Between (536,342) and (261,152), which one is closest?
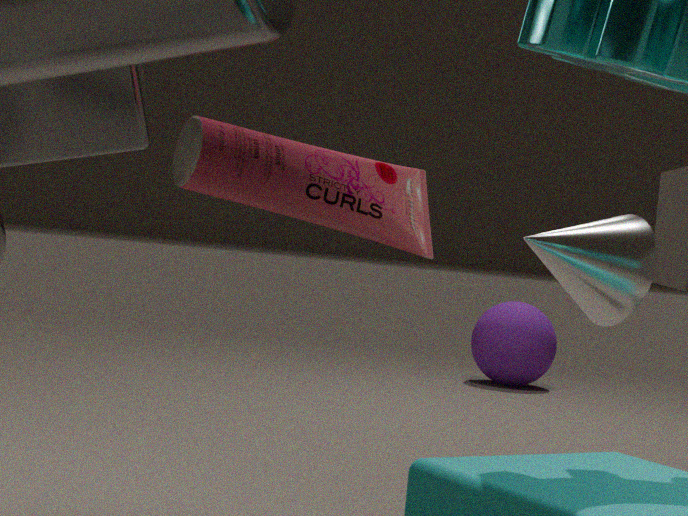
(261,152)
